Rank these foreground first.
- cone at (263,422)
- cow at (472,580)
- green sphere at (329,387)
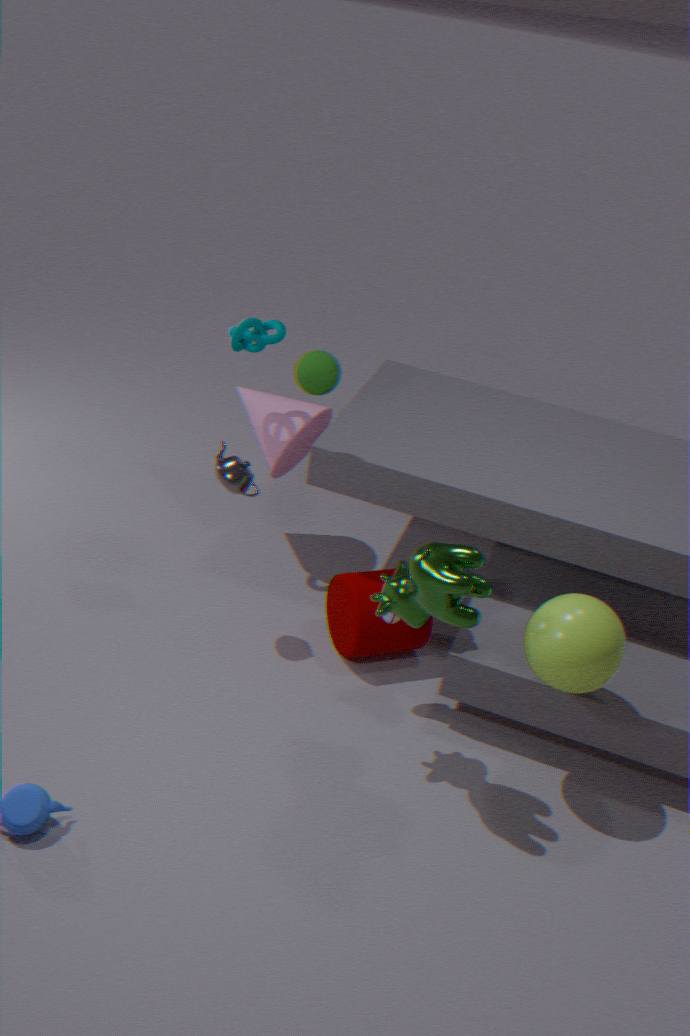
1. cow at (472,580)
2. green sphere at (329,387)
3. cone at (263,422)
